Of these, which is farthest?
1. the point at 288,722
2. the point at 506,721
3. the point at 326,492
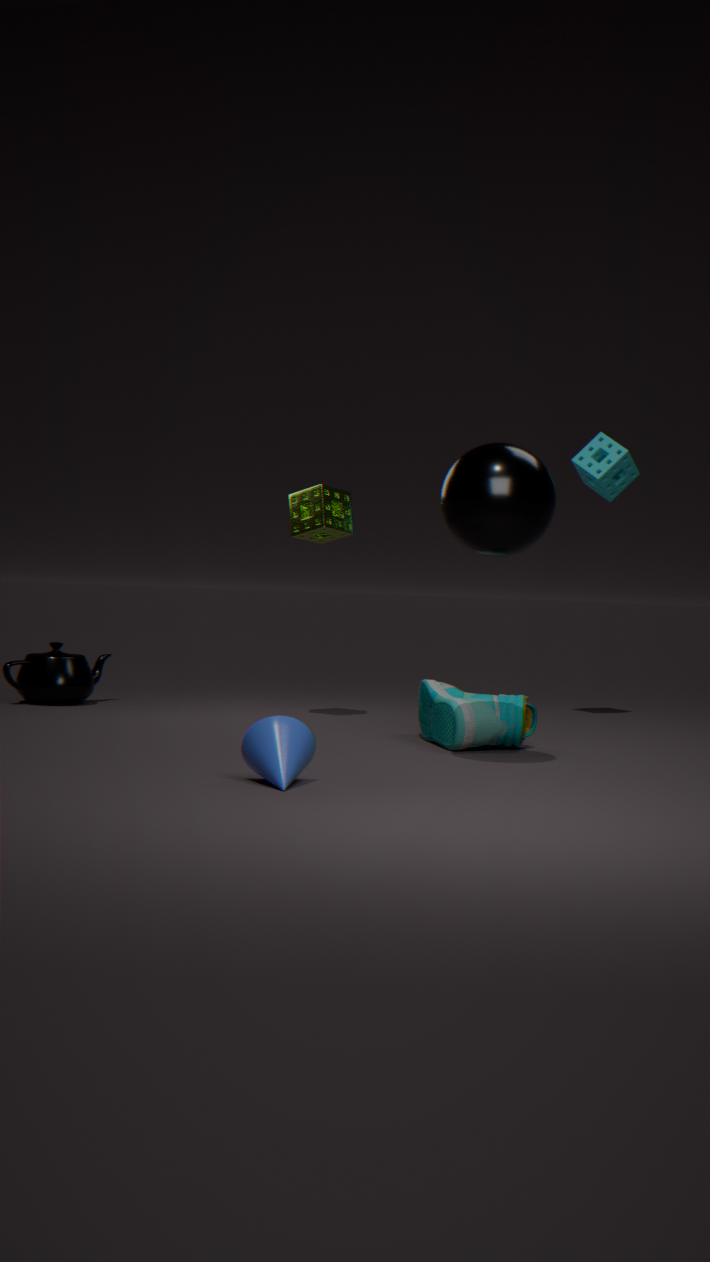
the point at 326,492
